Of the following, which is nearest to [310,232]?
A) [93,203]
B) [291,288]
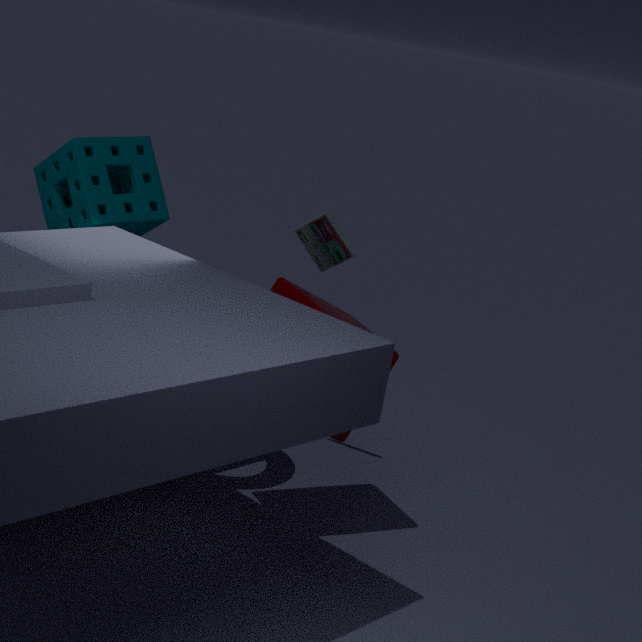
[291,288]
